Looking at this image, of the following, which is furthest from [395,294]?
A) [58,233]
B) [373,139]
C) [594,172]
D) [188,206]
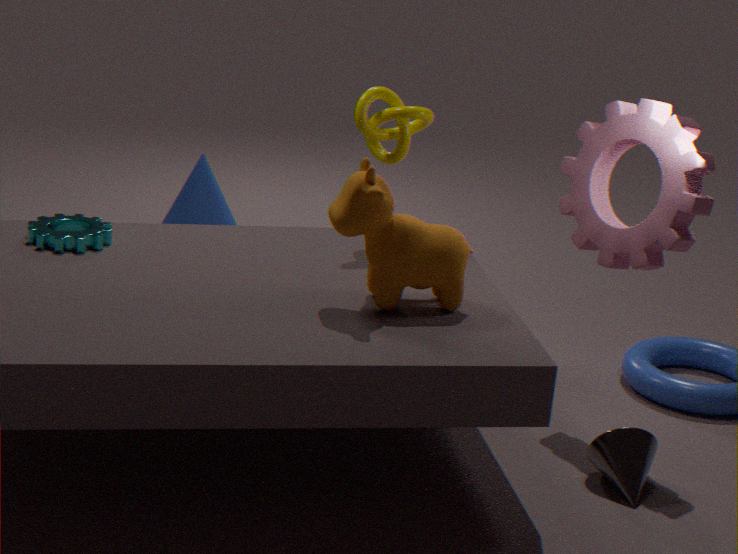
[188,206]
